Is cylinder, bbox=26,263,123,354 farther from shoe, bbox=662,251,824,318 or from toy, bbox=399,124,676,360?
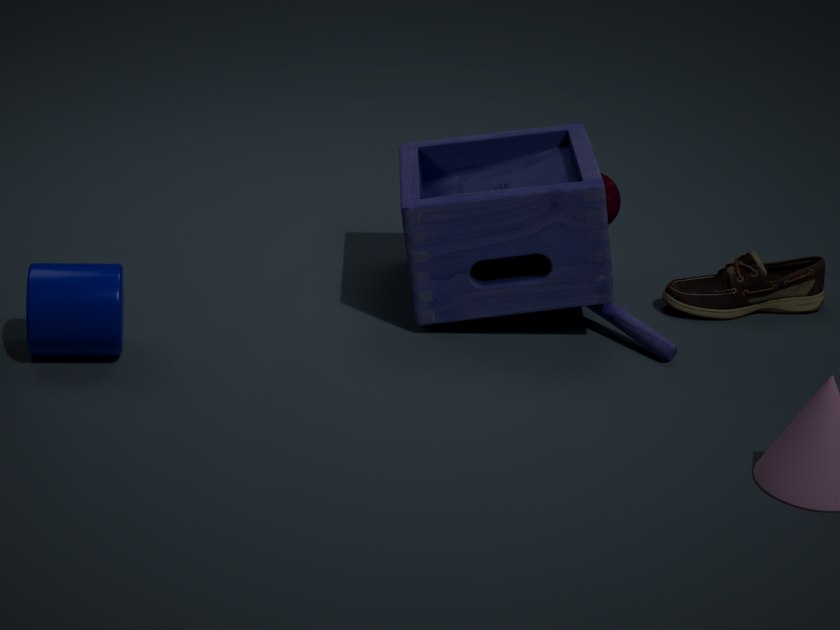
shoe, bbox=662,251,824,318
